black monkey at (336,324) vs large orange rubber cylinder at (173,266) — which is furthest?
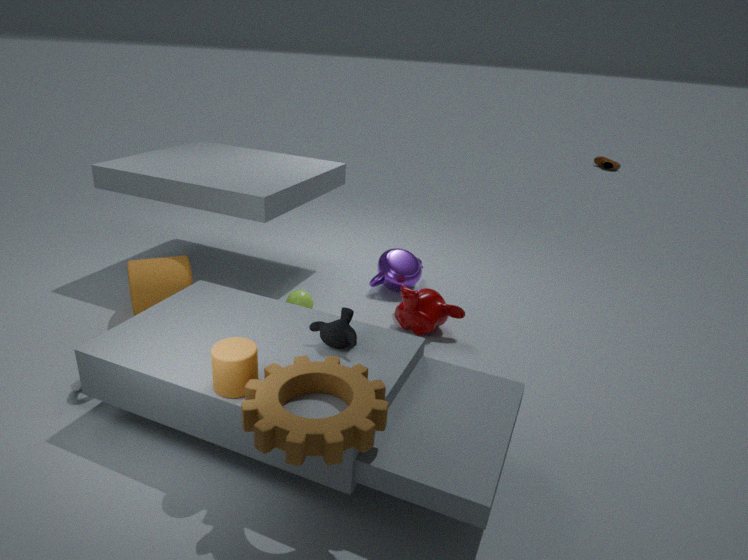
large orange rubber cylinder at (173,266)
